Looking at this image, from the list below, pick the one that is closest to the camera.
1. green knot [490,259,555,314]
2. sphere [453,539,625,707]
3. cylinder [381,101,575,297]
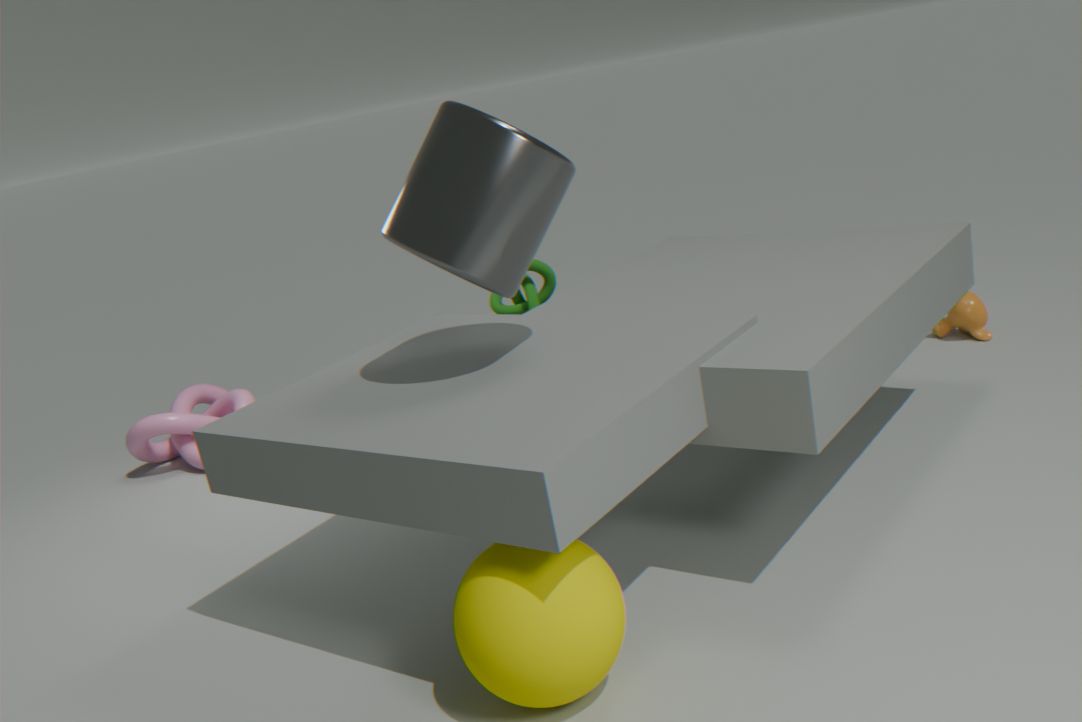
sphere [453,539,625,707]
